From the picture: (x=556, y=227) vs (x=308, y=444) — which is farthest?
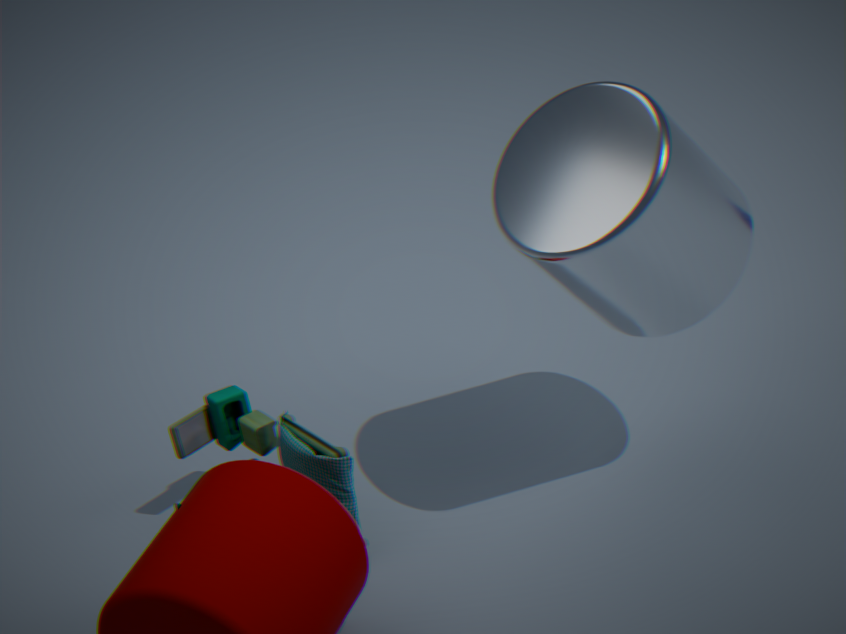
(x=308, y=444)
